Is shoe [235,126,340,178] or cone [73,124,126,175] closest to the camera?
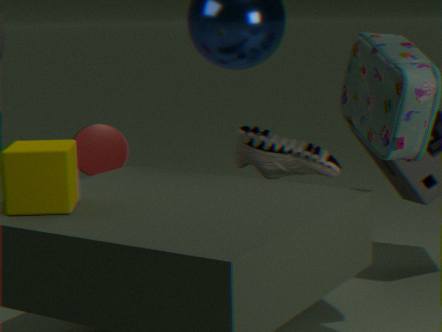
shoe [235,126,340,178]
